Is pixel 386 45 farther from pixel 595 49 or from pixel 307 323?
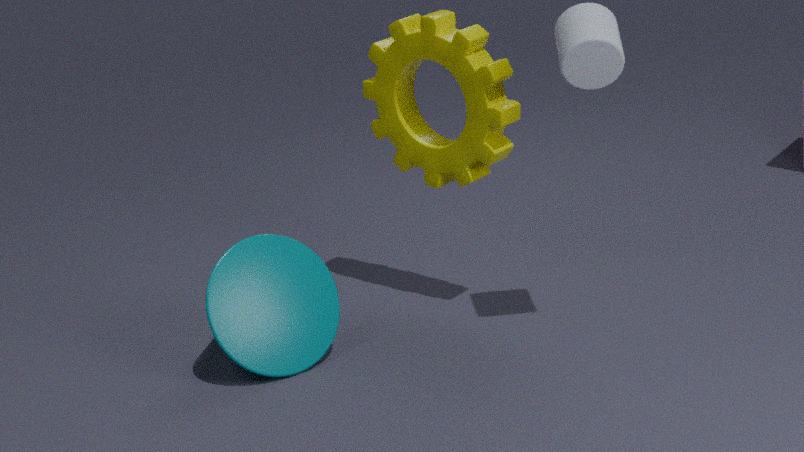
pixel 307 323
